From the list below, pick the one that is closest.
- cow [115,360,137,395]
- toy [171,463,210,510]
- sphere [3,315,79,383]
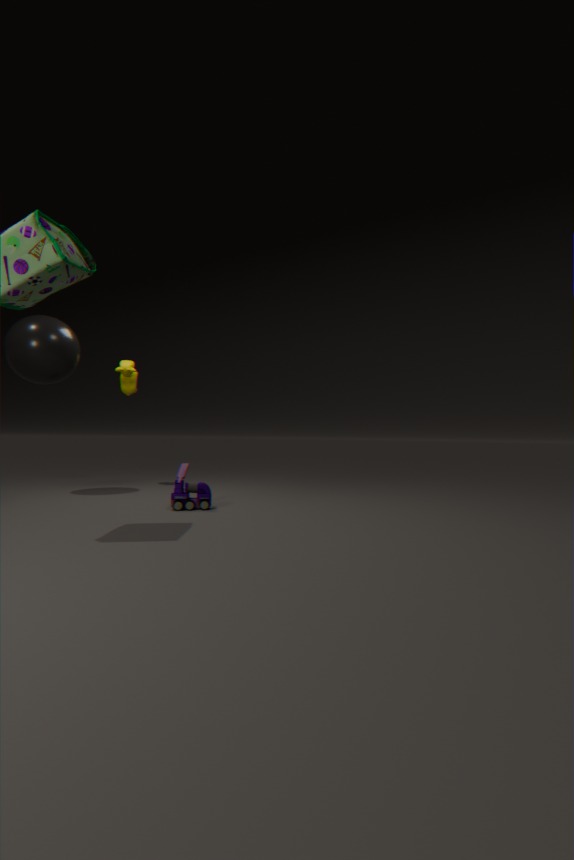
toy [171,463,210,510]
